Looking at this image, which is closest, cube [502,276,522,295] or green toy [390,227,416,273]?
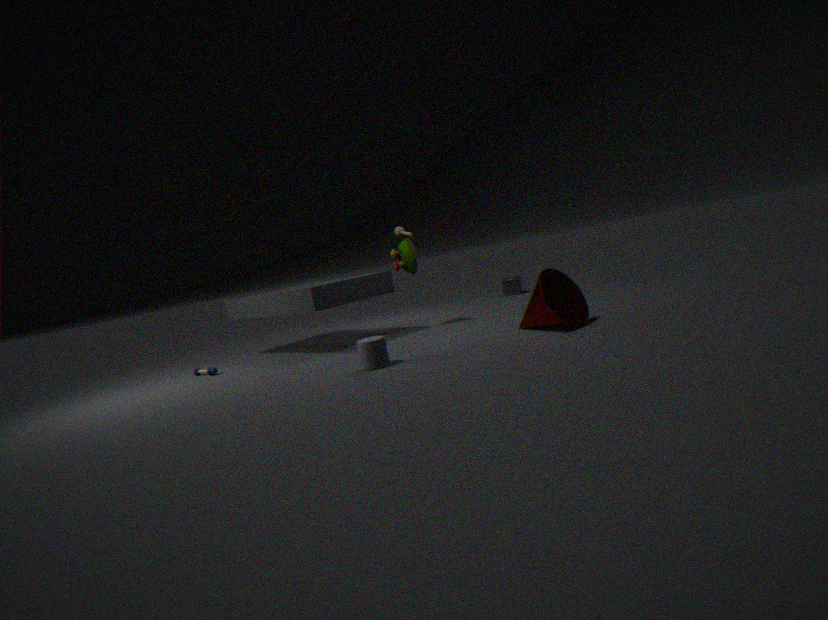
green toy [390,227,416,273]
